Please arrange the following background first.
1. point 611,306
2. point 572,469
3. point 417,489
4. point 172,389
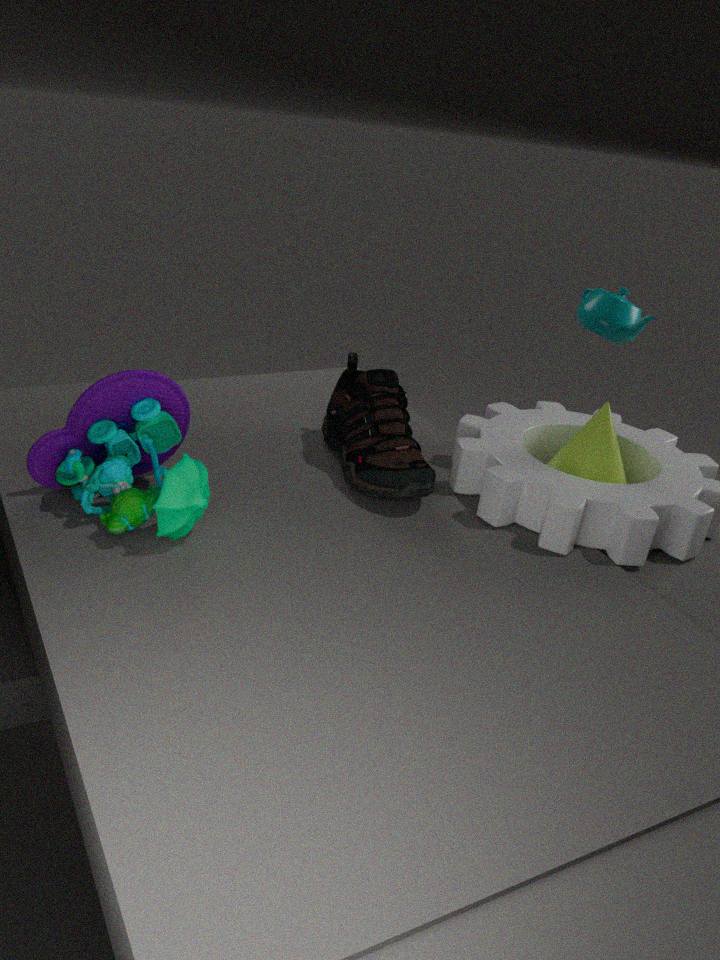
point 611,306 → point 572,469 → point 417,489 → point 172,389
